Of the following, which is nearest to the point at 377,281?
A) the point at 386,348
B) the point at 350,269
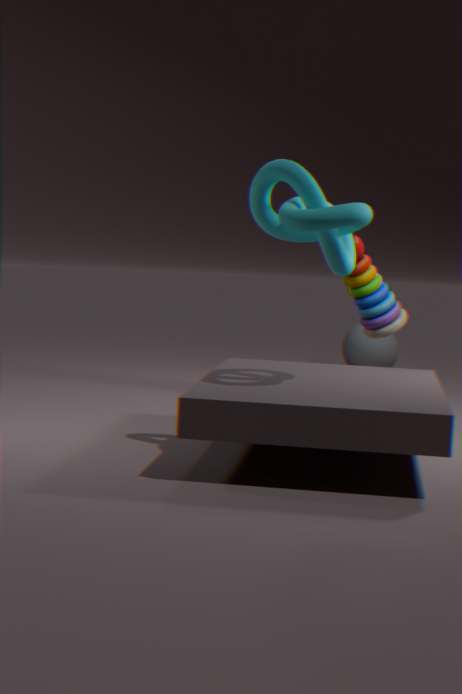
the point at 350,269
